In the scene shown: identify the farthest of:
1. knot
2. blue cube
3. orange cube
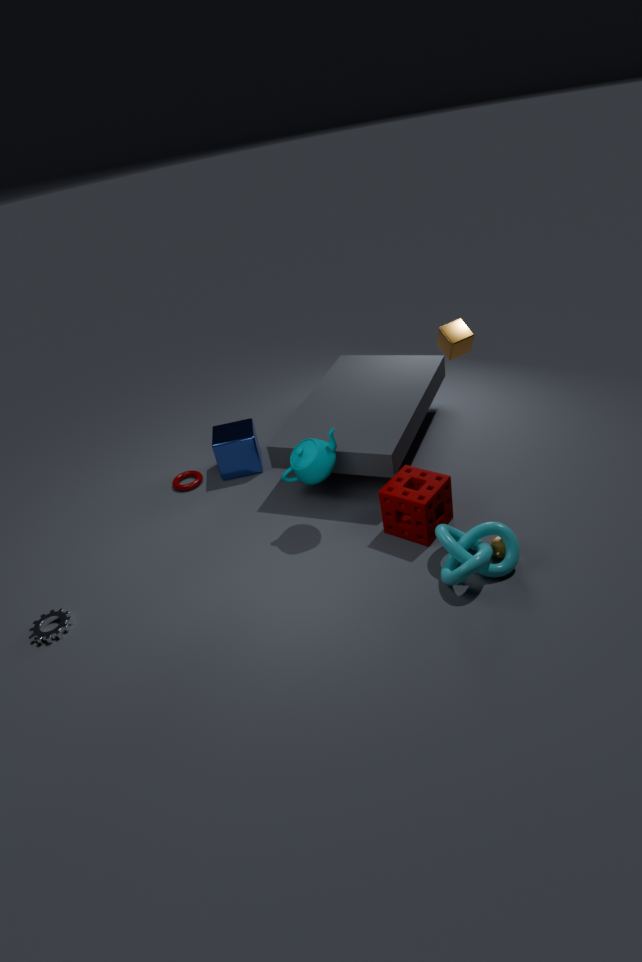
blue cube
